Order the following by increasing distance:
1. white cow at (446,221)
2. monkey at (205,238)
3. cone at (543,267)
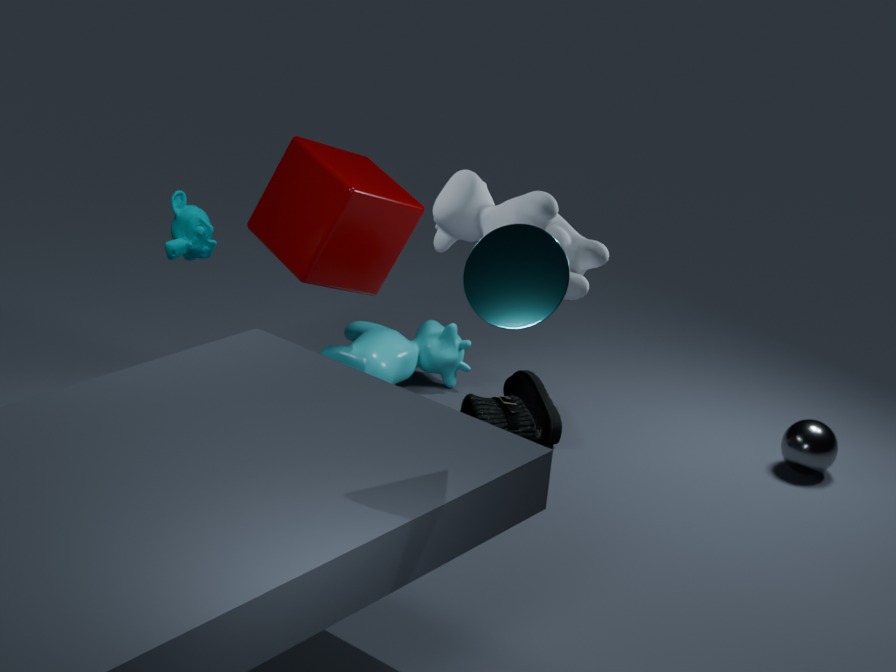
cone at (543,267) → white cow at (446,221) → monkey at (205,238)
